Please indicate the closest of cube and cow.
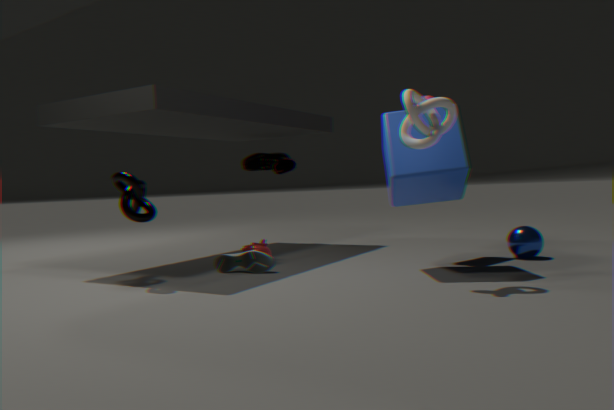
cube
